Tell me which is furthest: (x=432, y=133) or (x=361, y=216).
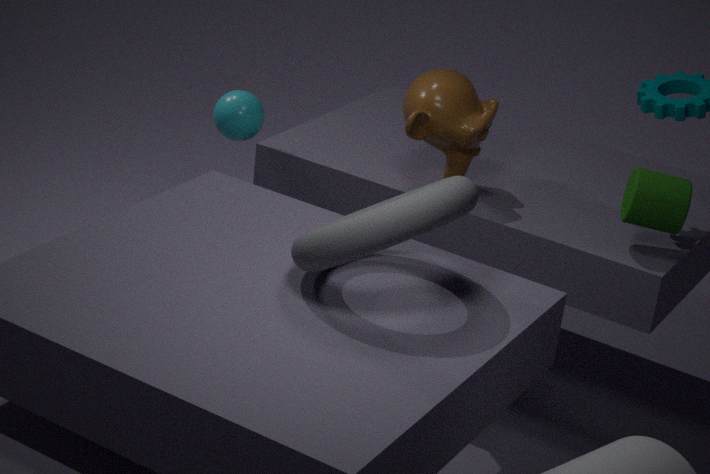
(x=432, y=133)
